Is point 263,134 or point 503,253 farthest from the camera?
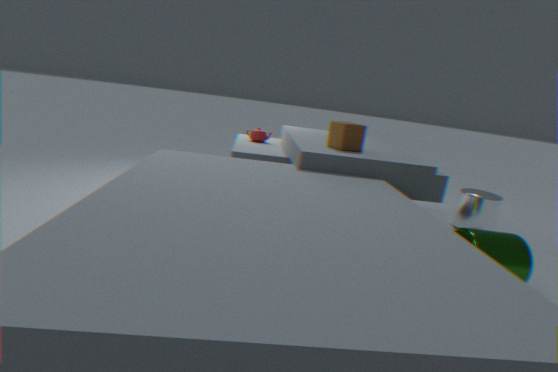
point 263,134
